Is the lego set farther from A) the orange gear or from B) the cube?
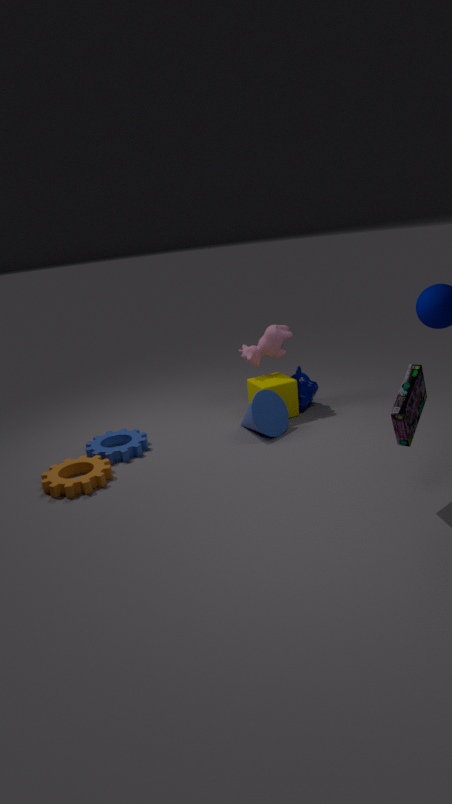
A) the orange gear
